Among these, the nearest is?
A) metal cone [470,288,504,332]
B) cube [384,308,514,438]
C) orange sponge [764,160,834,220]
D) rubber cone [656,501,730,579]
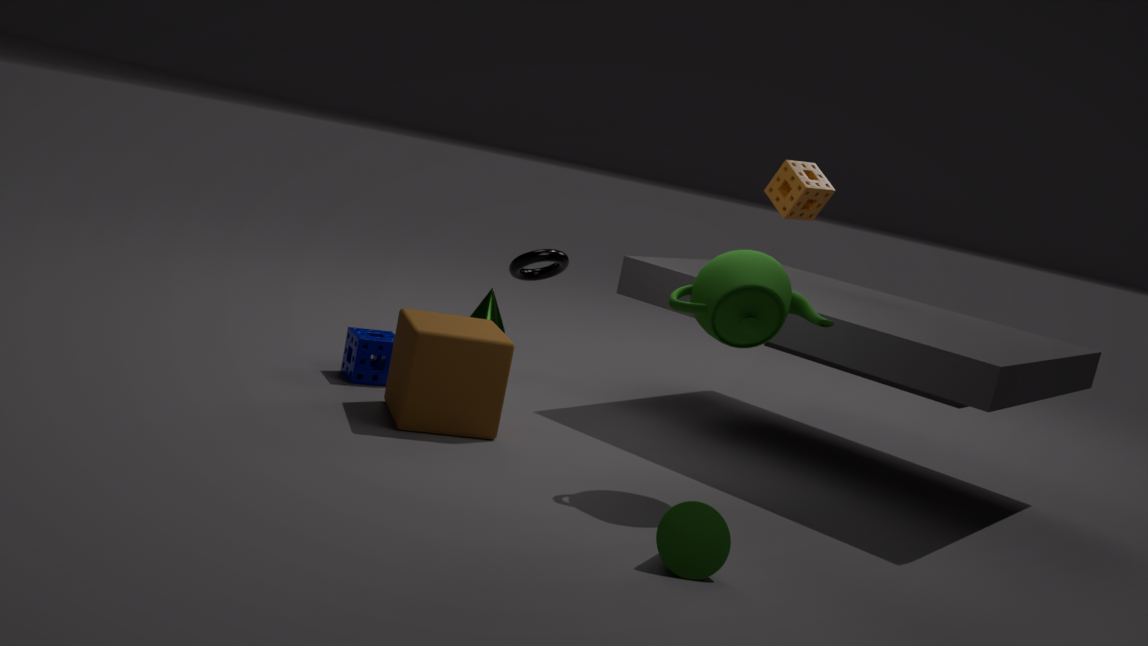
rubber cone [656,501,730,579]
